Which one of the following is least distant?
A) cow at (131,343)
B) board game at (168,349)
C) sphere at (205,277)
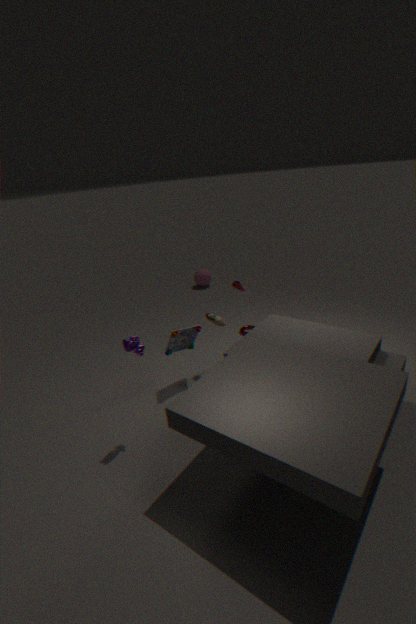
cow at (131,343)
